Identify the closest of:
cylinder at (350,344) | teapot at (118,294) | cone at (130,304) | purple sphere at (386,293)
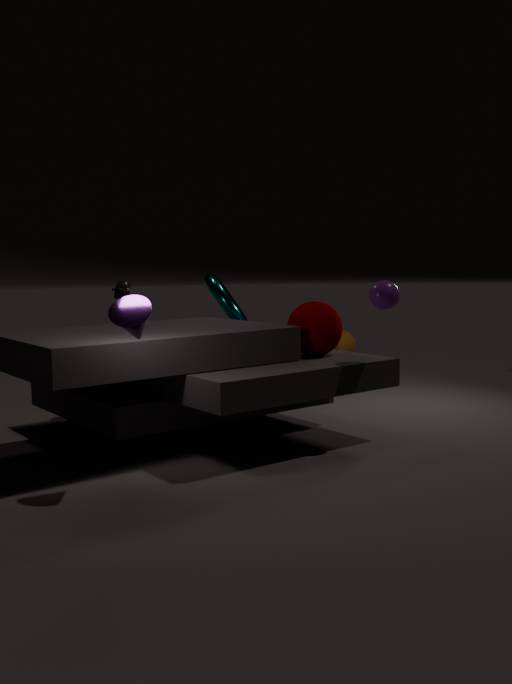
cone at (130,304)
